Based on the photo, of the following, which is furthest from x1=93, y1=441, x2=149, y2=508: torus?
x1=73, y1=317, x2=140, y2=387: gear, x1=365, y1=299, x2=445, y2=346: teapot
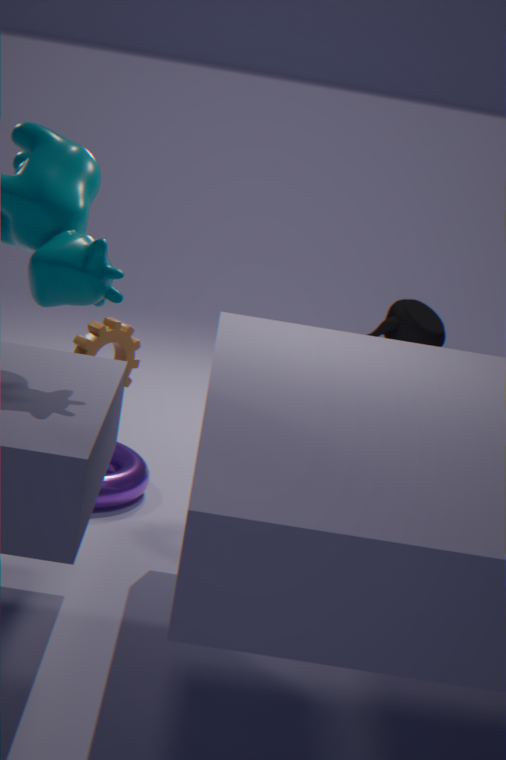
x1=365, y1=299, x2=445, y2=346: teapot
